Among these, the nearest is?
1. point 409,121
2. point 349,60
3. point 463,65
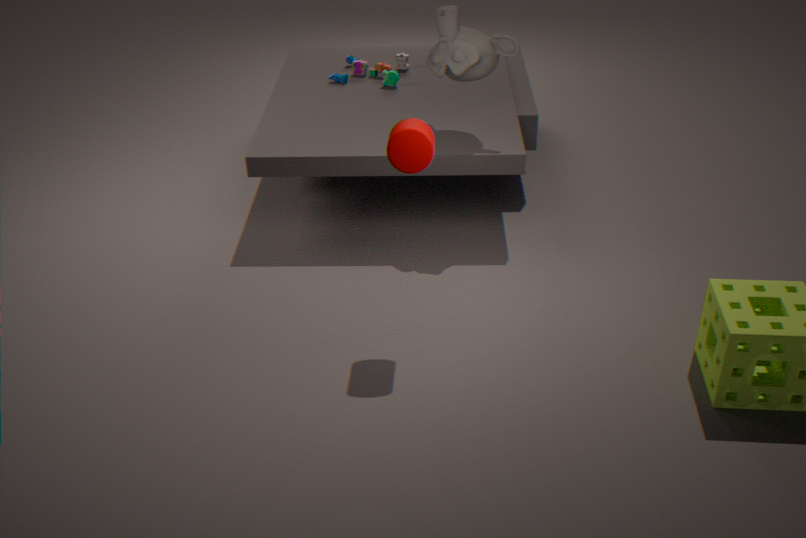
point 409,121
